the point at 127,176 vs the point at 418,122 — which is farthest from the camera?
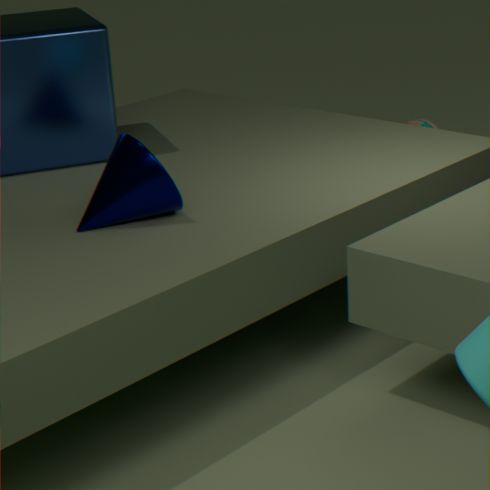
the point at 418,122
